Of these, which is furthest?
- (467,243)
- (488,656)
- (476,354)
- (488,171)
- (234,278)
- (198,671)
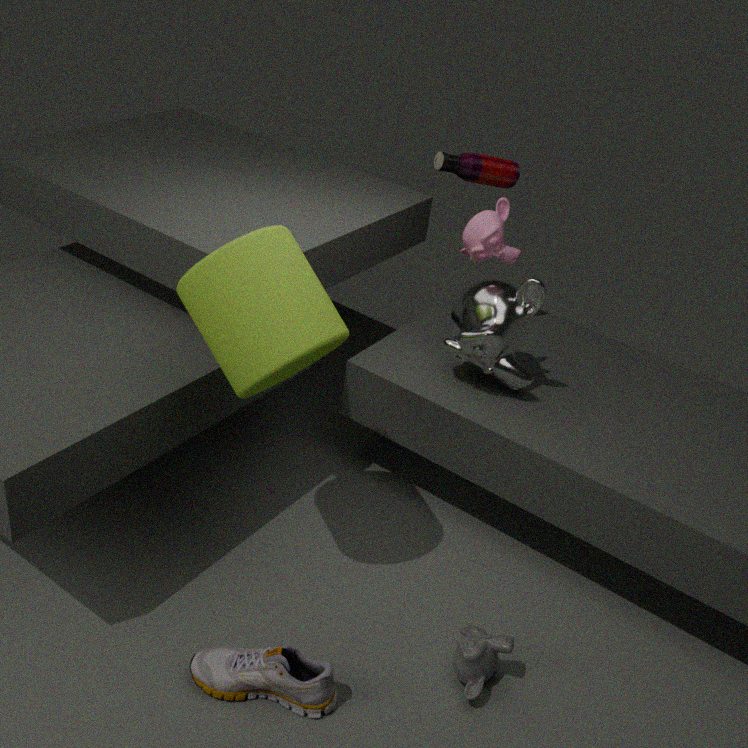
(488,171)
